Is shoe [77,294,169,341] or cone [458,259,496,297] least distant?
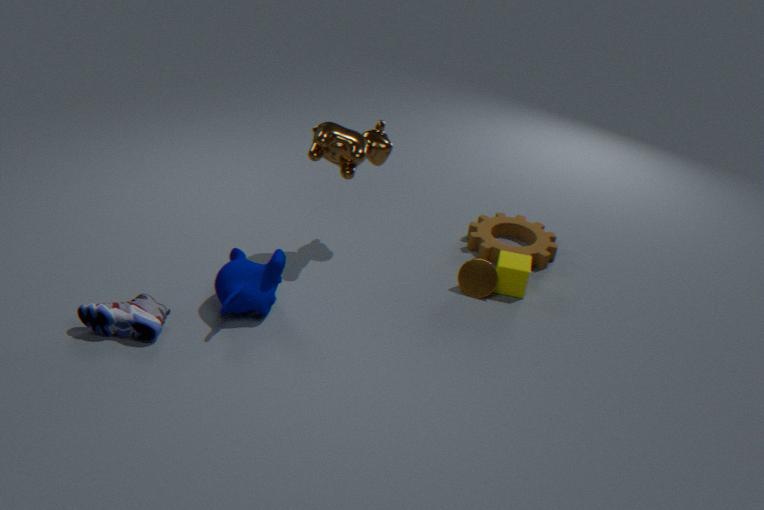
shoe [77,294,169,341]
